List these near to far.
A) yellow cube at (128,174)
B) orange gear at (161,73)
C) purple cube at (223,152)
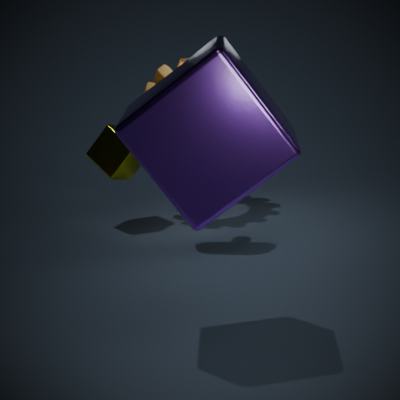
purple cube at (223,152)
yellow cube at (128,174)
orange gear at (161,73)
